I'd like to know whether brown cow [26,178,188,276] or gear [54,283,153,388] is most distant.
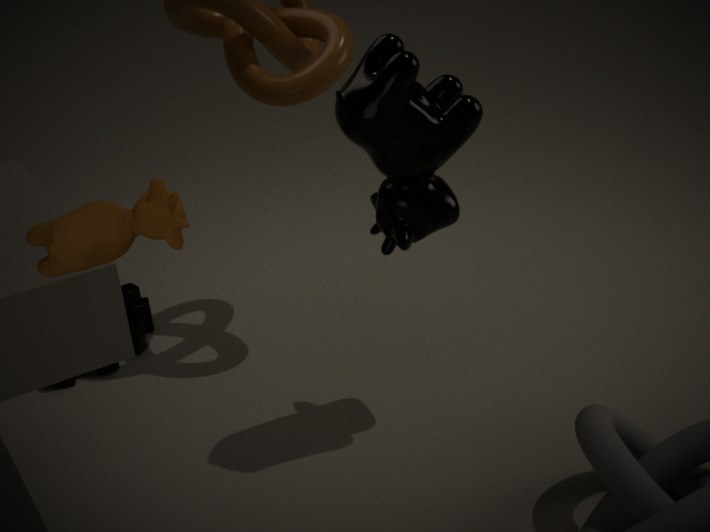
gear [54,283,153,388]
